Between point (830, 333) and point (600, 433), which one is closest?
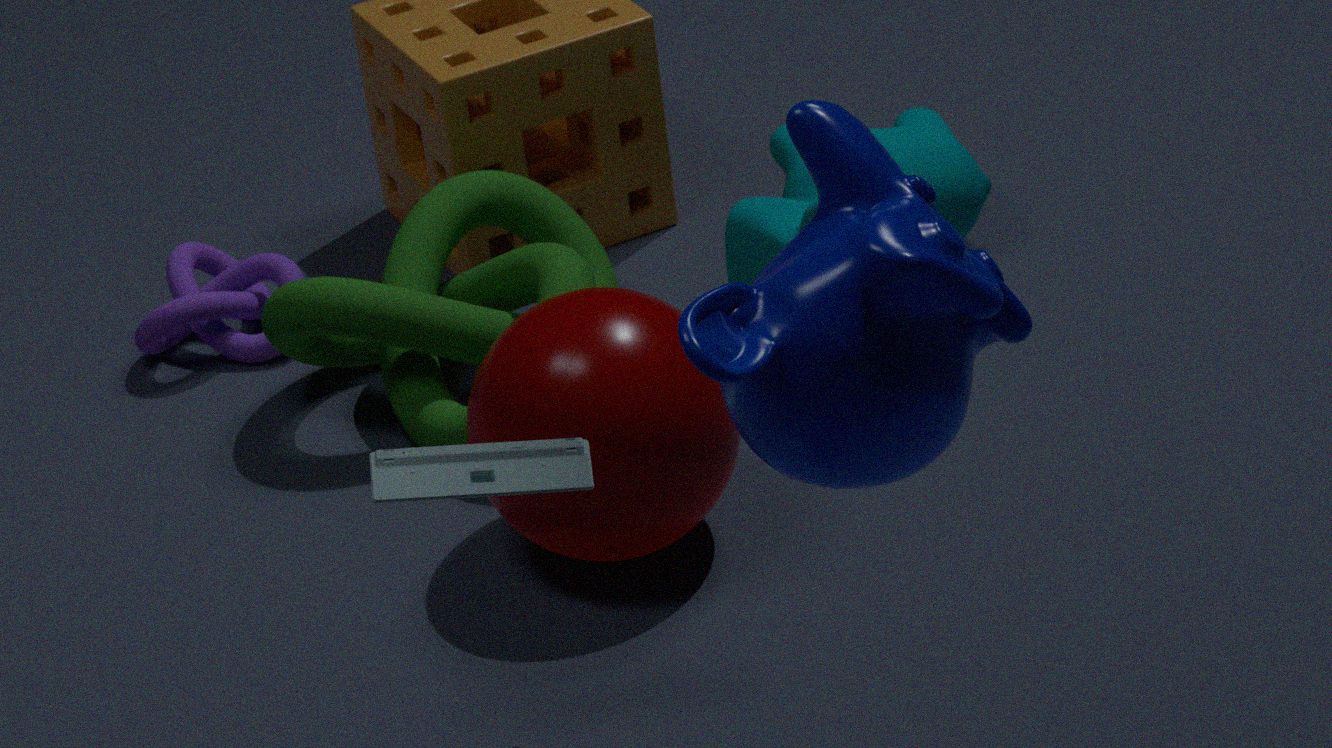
point (830, 333)
